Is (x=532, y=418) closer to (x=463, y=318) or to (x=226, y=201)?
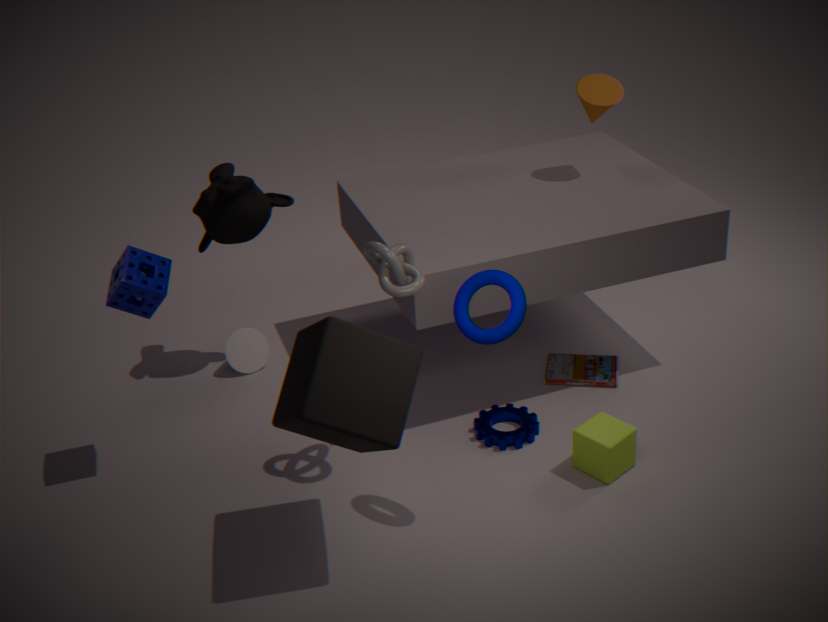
(x=463, y=318)
